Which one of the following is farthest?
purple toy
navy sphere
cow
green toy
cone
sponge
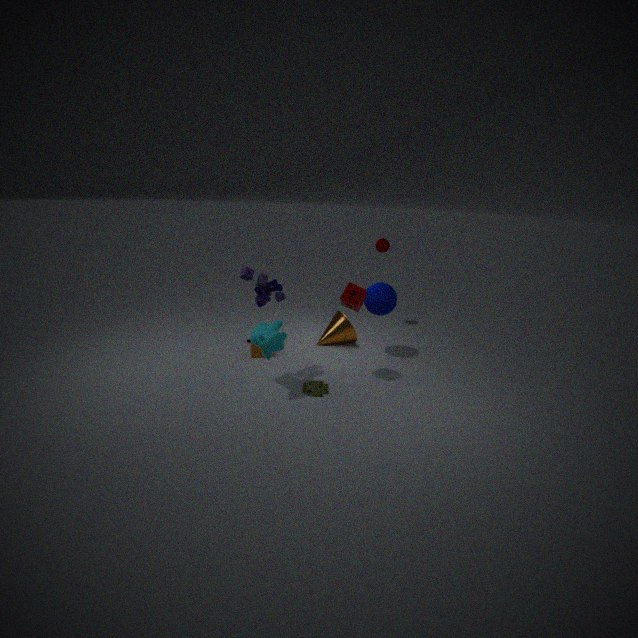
cone
